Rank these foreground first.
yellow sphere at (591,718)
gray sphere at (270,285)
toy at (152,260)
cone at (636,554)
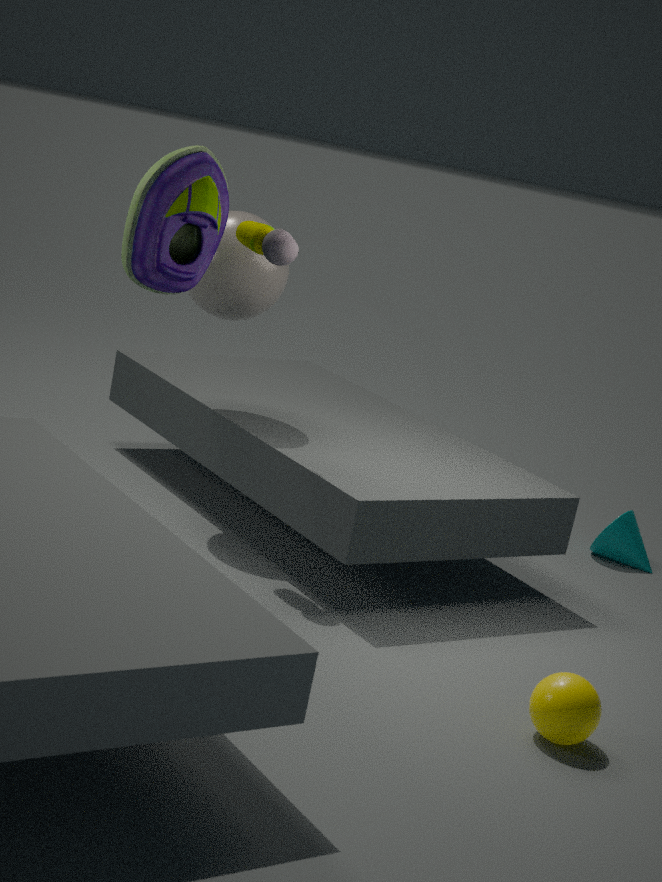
yellow sphere at (591,718) < toy at (152,260) < gray sphere at (270,285) < cone at (636,554)
